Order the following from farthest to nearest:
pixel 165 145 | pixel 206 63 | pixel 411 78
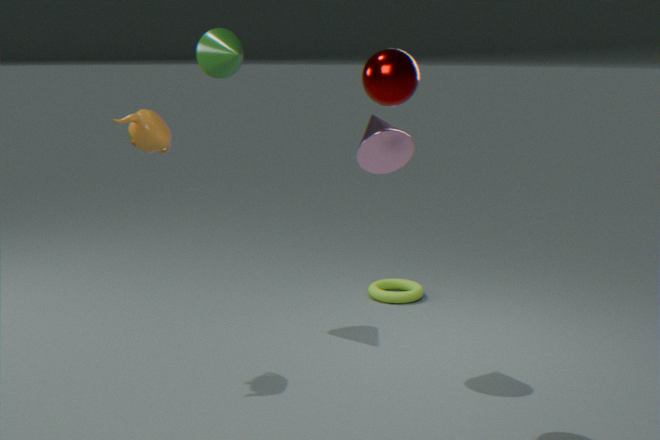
pixel 206 63 → pixel 165 145 → pixel 411 78
